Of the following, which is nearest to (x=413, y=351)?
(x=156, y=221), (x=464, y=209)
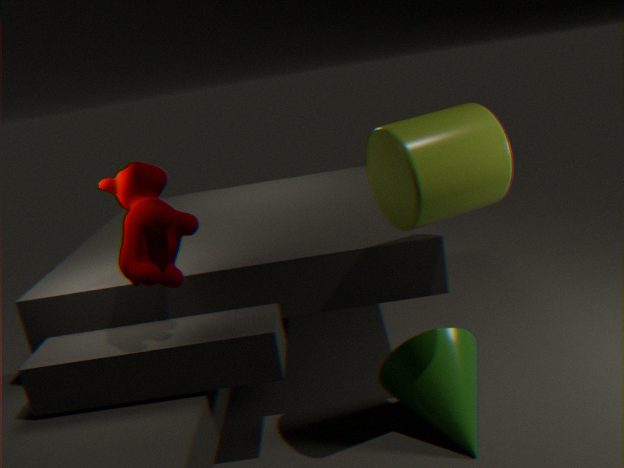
(x=464, y=209)
